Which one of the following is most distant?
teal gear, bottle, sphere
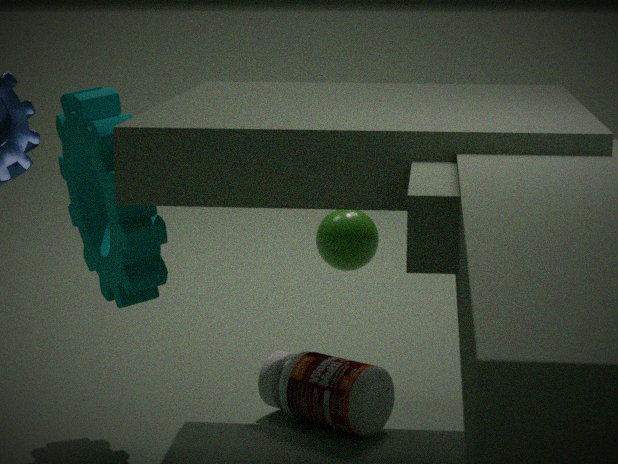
sphere
